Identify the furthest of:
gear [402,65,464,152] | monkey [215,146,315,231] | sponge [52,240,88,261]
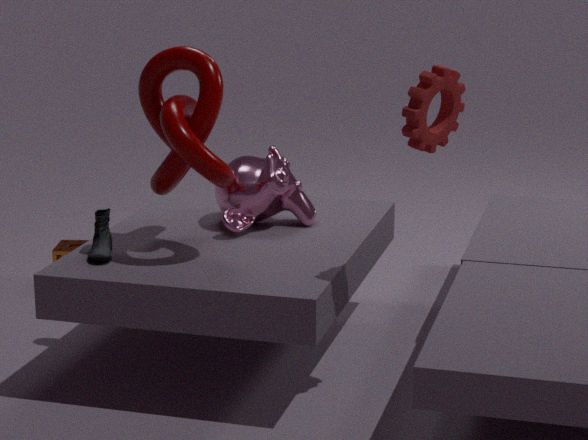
sponge [52,240,88,261]
